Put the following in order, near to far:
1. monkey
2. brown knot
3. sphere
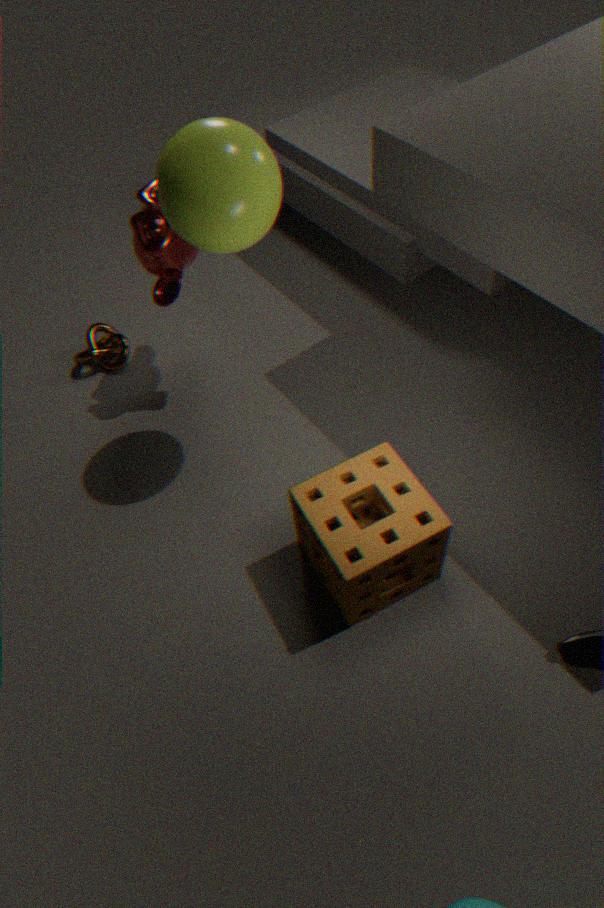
1. sphere
2. monkey
3. brown knot
